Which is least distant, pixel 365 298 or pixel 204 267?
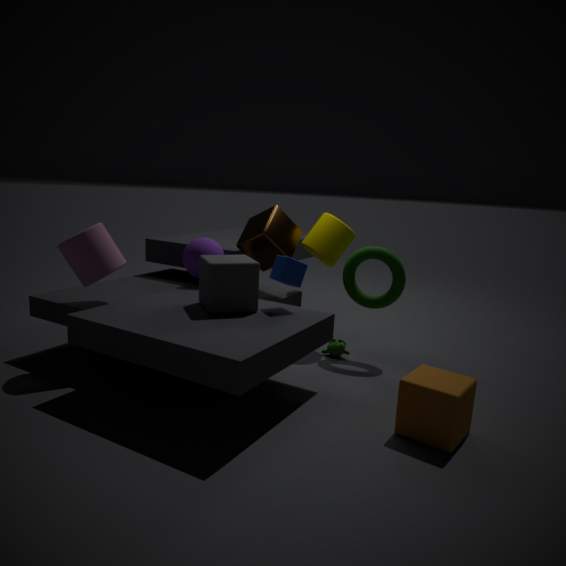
pixel 204 267
